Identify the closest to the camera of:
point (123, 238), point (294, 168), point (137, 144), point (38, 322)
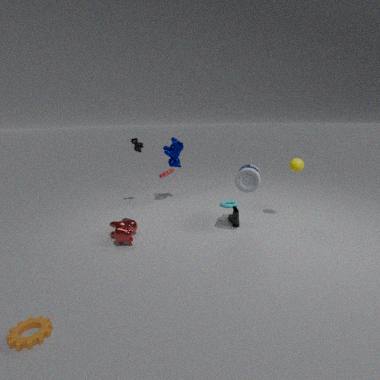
point (38, 322)
